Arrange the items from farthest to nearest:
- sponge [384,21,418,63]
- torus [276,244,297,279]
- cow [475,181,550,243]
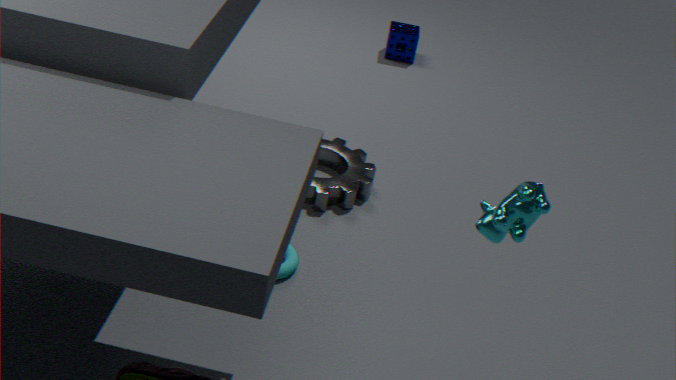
sponge [384,21,418,63] < torus [276,244,297,279] < cow [475,181,550,243]
